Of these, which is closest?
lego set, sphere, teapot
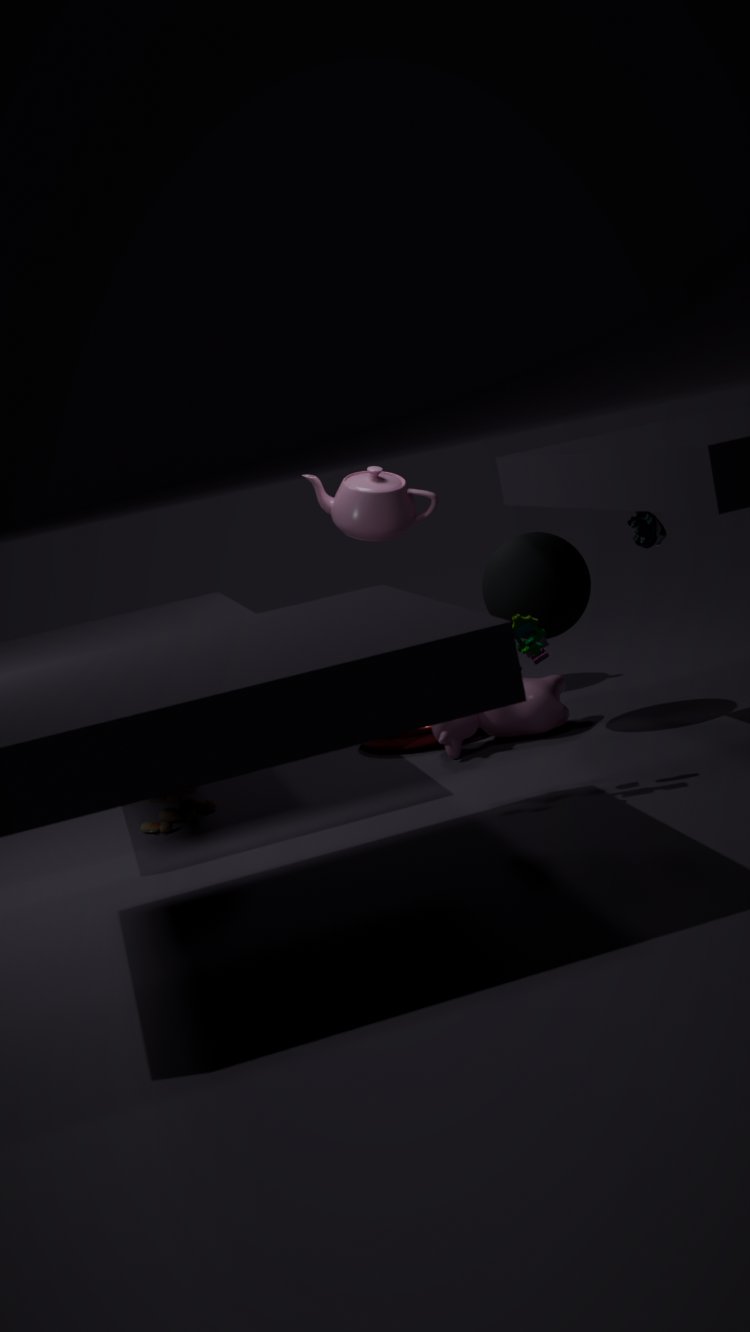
lego set
